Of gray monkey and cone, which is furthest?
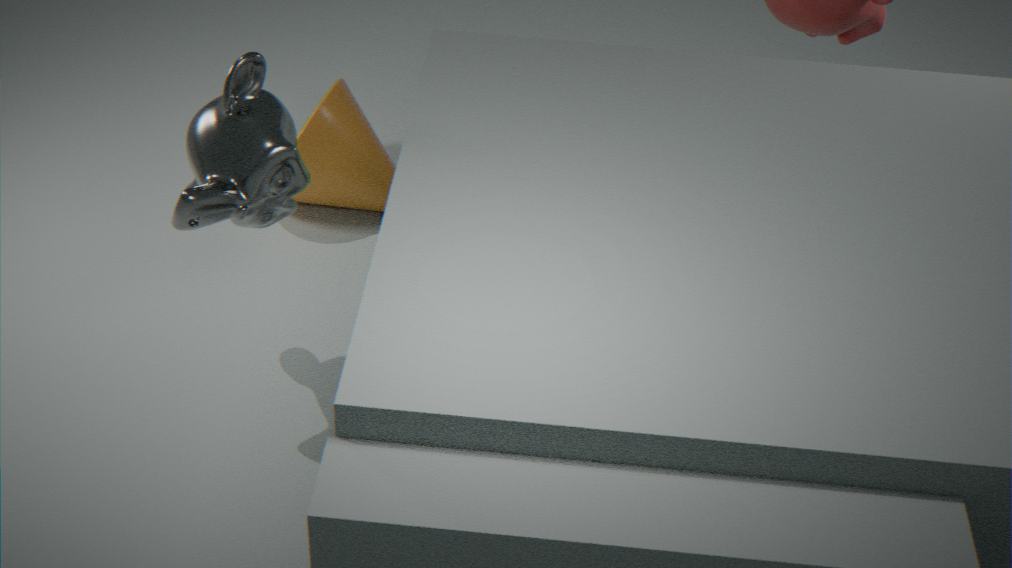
Answer: cone
